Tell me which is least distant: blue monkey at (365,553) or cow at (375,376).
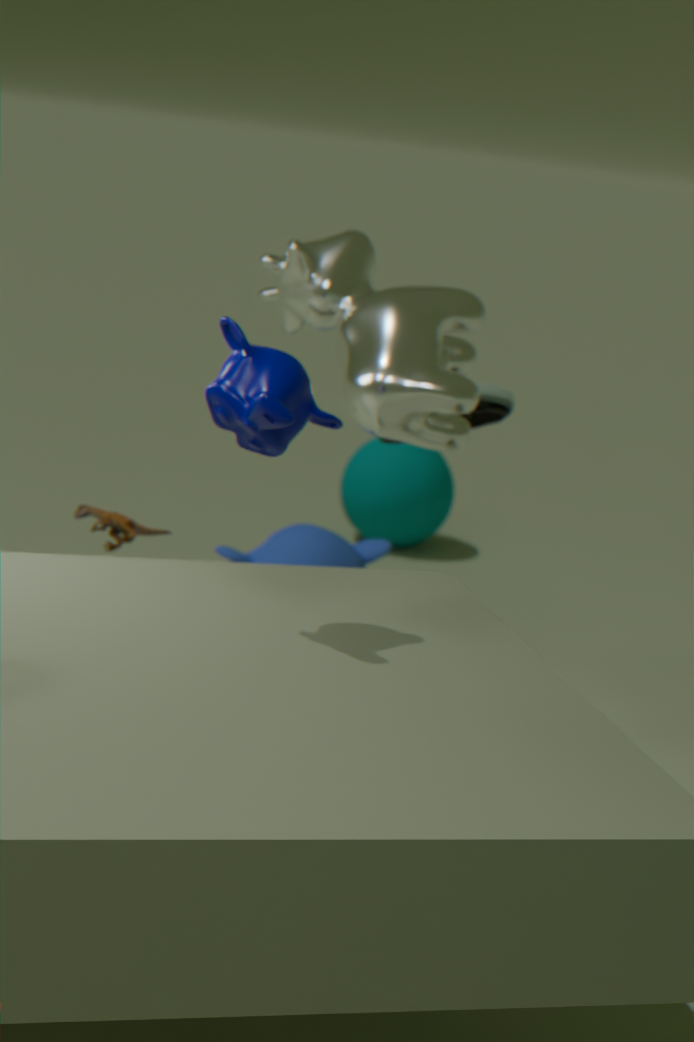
cow at (375,376)
